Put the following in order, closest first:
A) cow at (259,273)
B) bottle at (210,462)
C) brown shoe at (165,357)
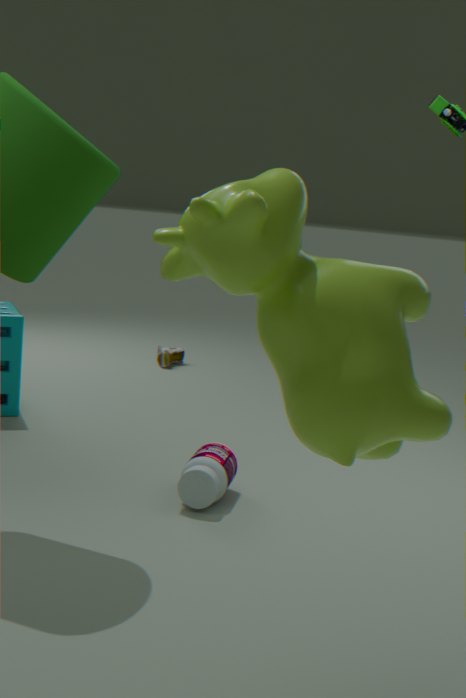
cow at (259,273)
bottle at (210,462)
brown shoe at (165,357)
